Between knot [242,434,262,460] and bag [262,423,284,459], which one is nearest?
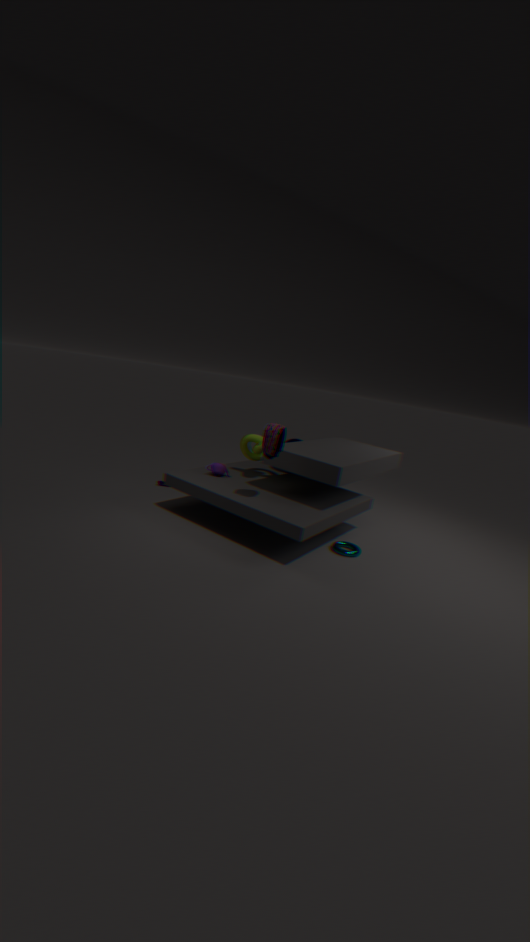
bag [262,423,284,459]
